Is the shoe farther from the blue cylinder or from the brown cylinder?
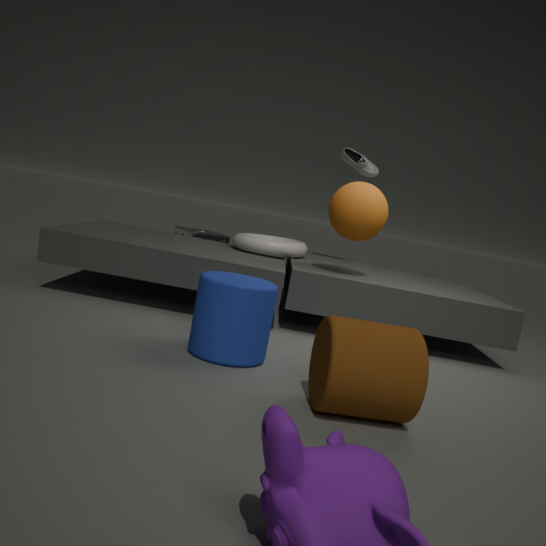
the brown cylinder
